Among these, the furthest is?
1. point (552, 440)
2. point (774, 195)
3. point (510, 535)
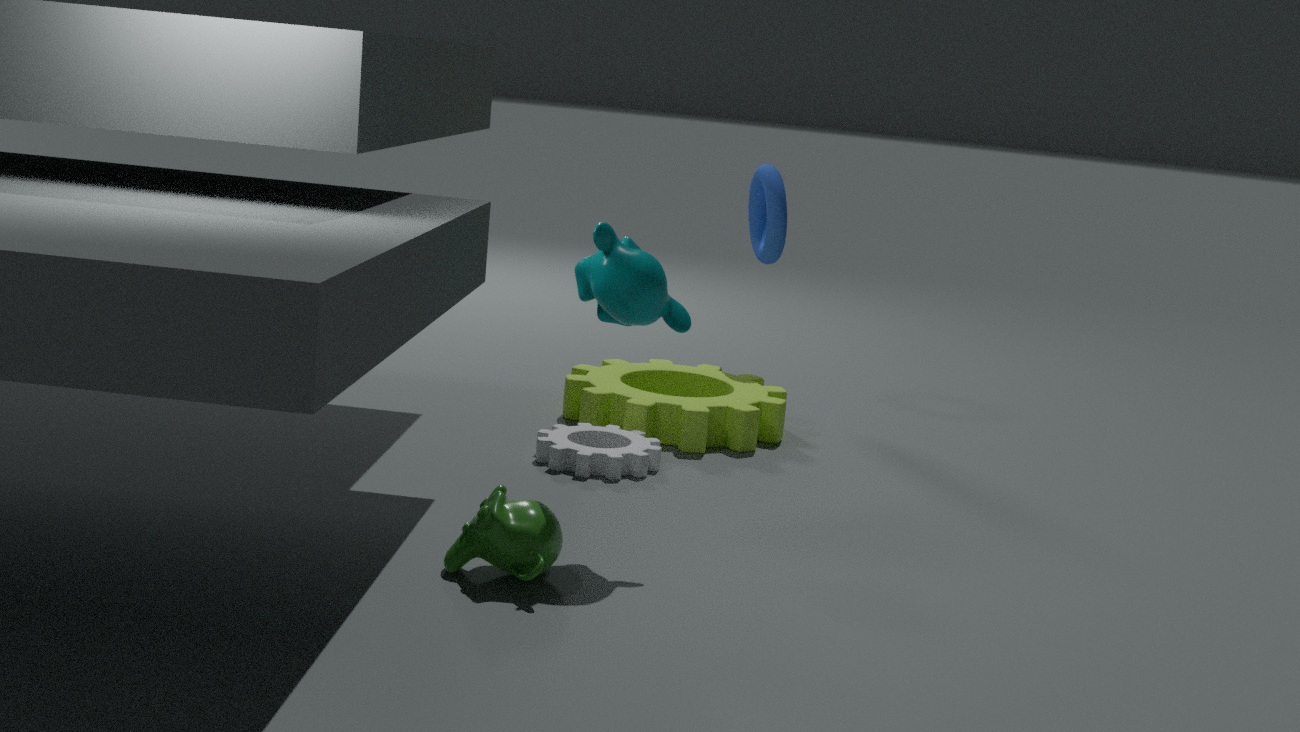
point (774, 195)
